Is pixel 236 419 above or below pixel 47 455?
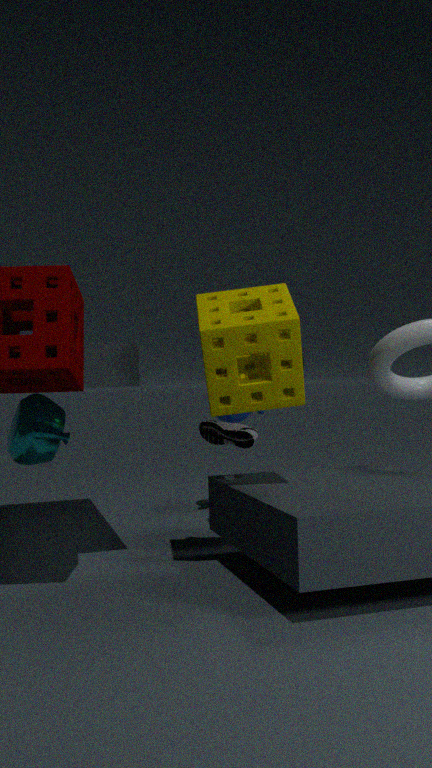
above
